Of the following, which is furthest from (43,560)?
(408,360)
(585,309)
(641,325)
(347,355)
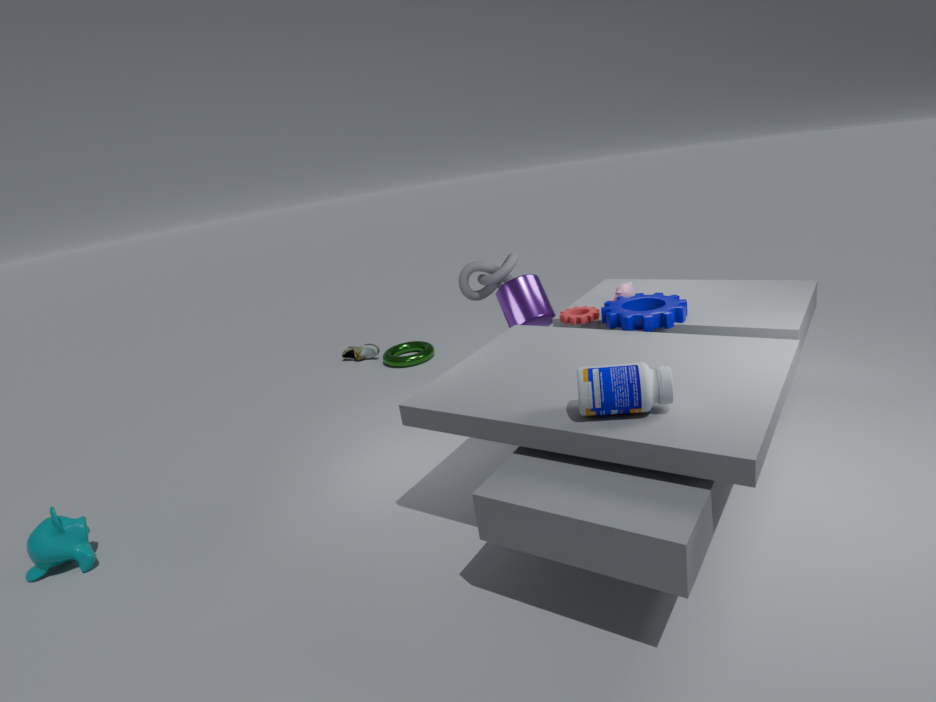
(641,325)
